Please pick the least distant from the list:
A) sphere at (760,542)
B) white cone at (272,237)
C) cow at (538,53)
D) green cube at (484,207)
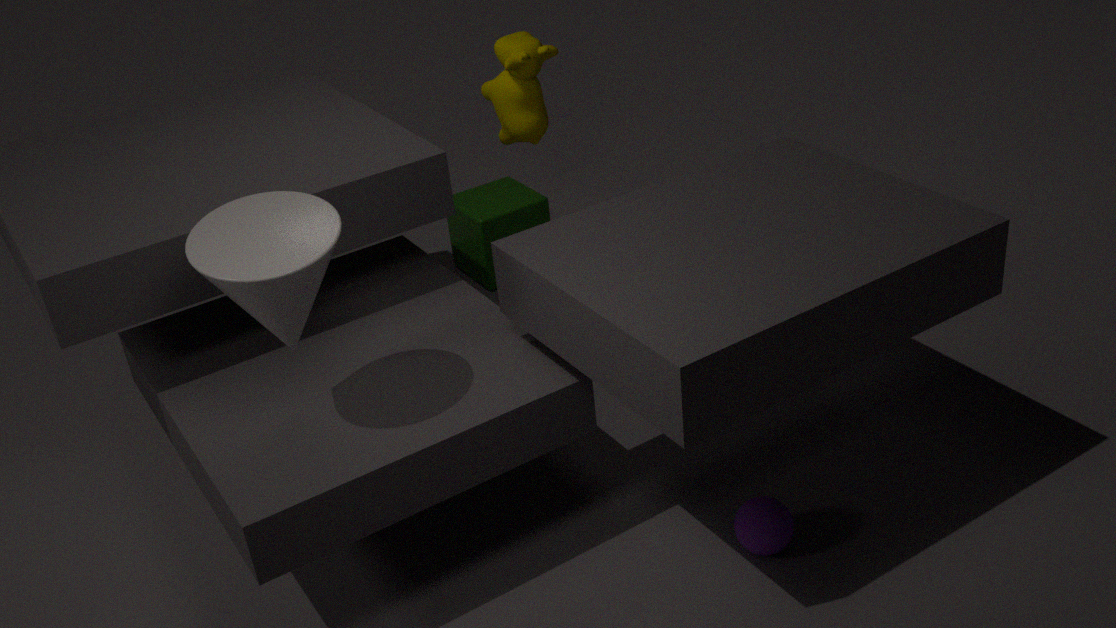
white cone at (272,237)
